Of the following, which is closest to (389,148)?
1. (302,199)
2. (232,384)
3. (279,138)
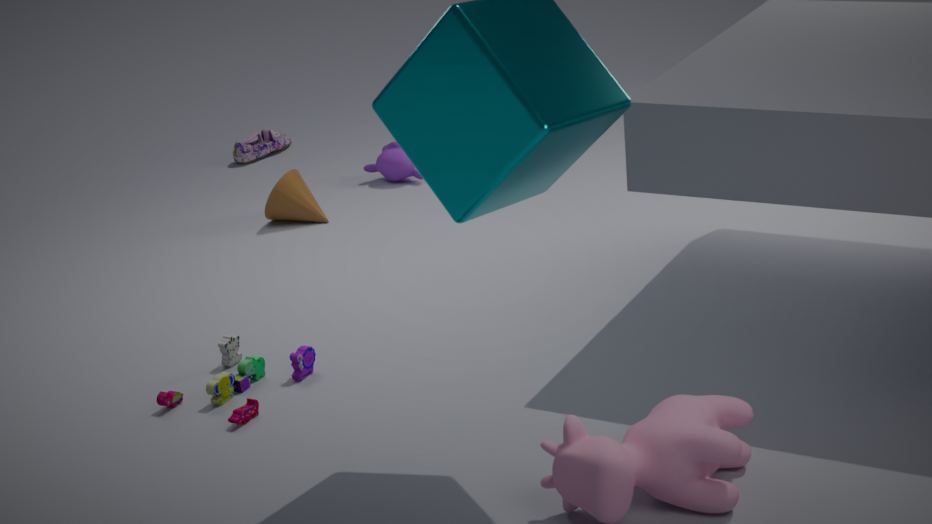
(302,199)
